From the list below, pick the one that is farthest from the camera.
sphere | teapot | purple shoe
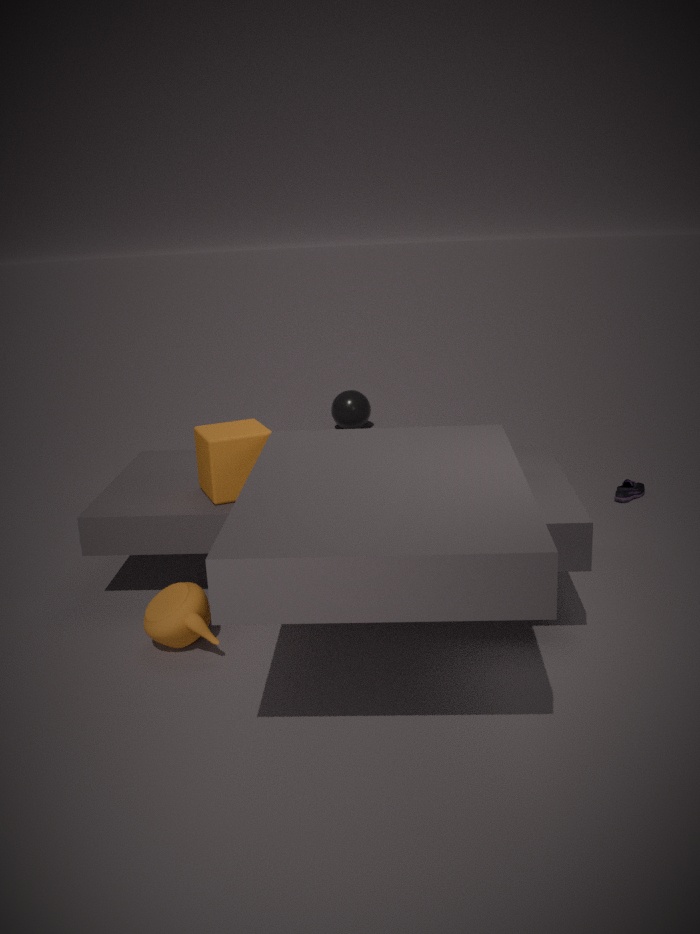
sphere
